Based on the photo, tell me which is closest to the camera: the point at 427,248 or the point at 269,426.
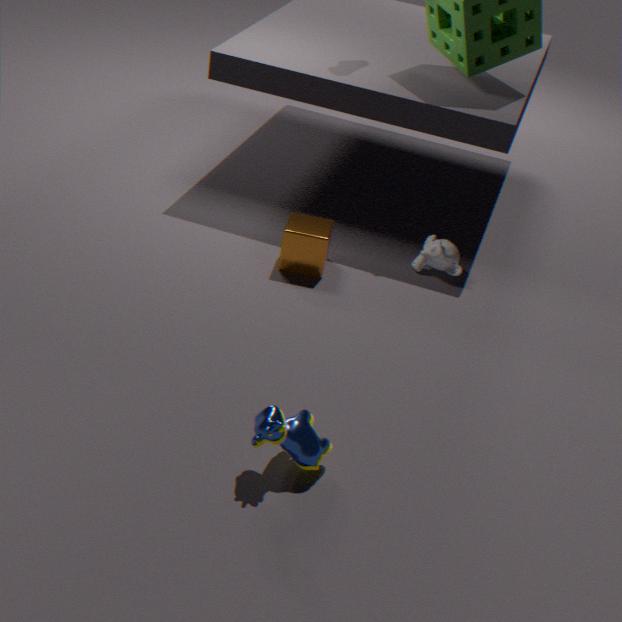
the point at 269,426
